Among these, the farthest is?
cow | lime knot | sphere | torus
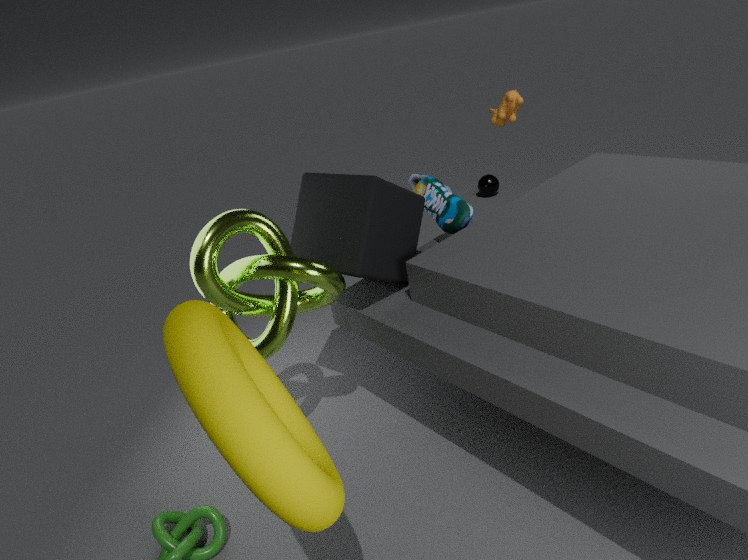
sphere
